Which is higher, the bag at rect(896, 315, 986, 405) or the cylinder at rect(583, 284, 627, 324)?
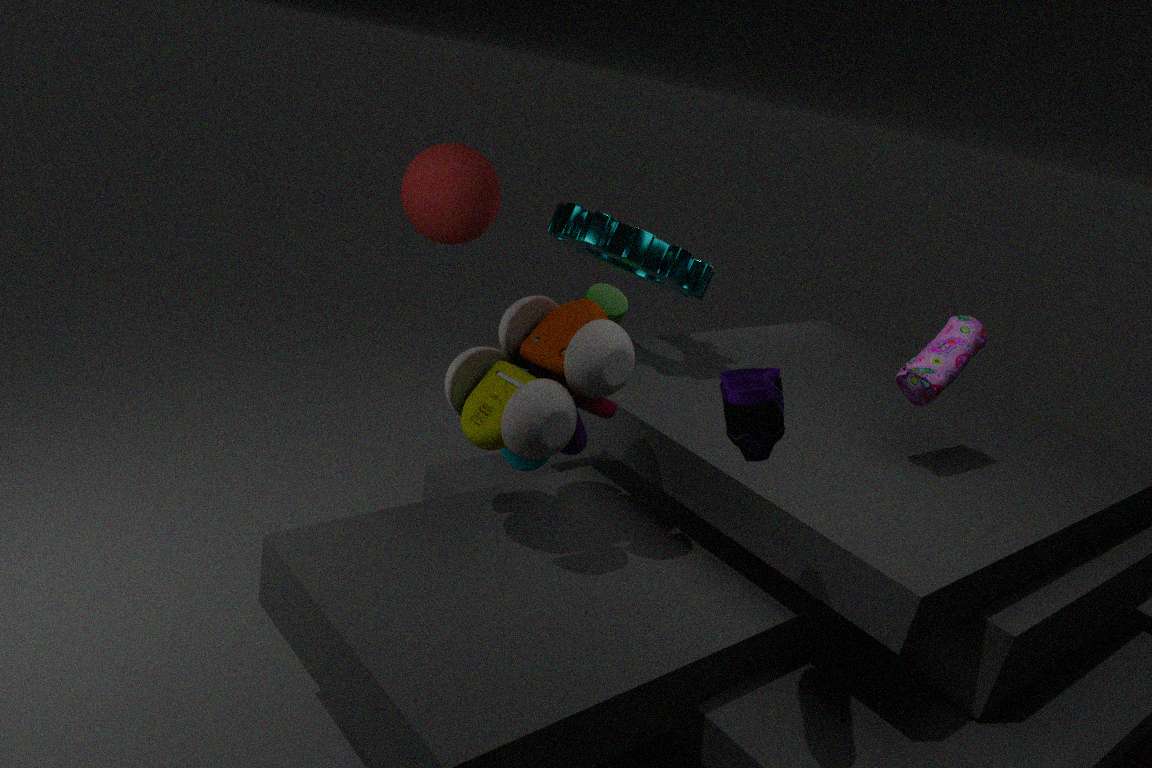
the bag at rect(896, 315, 986, 405)
